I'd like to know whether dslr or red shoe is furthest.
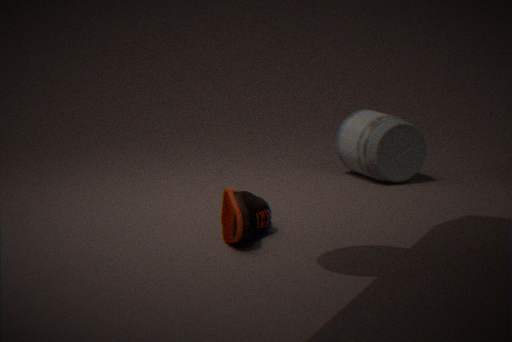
dslr
